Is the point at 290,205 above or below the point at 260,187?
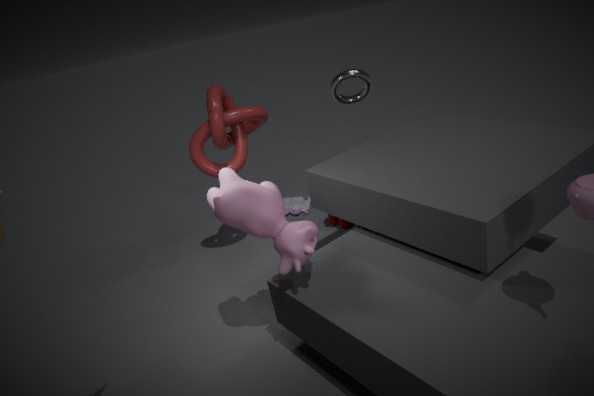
below
